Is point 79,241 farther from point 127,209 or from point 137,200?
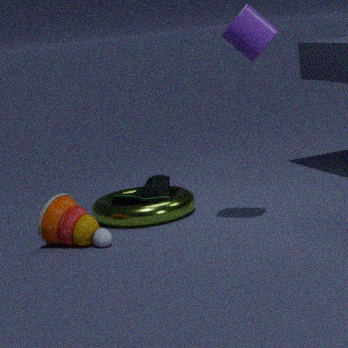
point 137,200
